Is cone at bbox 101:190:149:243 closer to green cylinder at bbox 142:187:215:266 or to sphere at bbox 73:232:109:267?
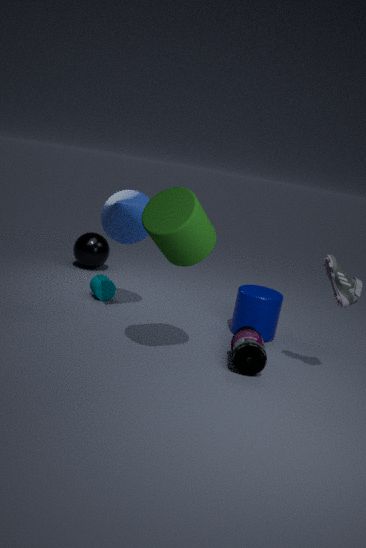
green cylinder at bbox 142:187:215:266
